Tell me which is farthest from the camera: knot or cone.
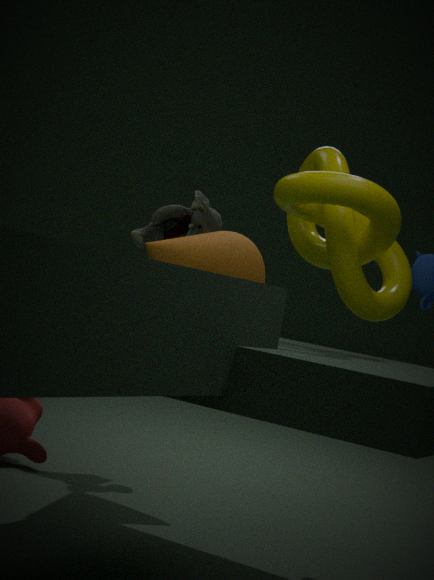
cone
